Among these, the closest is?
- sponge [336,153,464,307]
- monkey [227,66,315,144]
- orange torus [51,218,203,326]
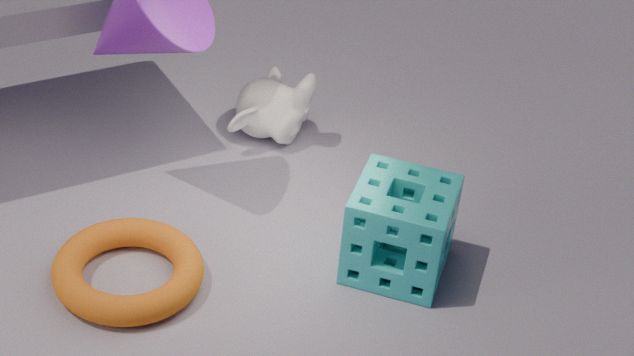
orange torus [51,218,203,326]
